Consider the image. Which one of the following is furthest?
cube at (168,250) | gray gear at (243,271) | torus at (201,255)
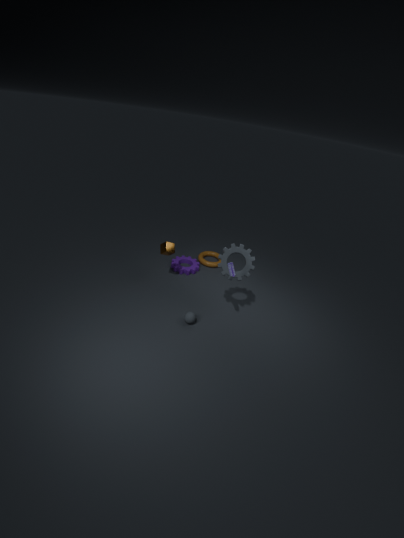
torus at (201,255)
